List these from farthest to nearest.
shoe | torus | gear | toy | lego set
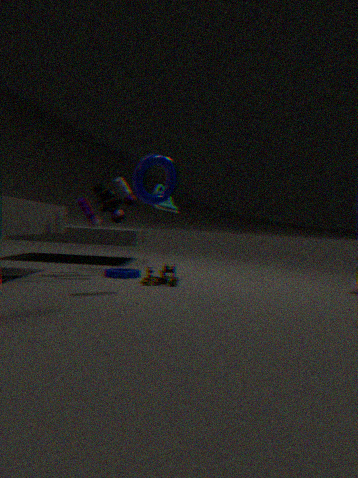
shoe
gear
lego set
toy
torus
